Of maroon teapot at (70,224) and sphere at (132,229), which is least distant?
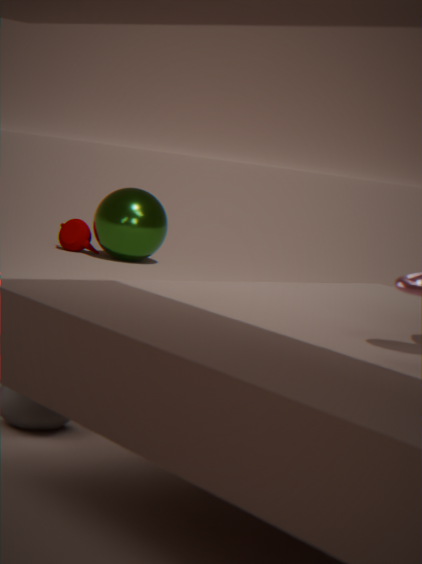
sphere at (132,229)
